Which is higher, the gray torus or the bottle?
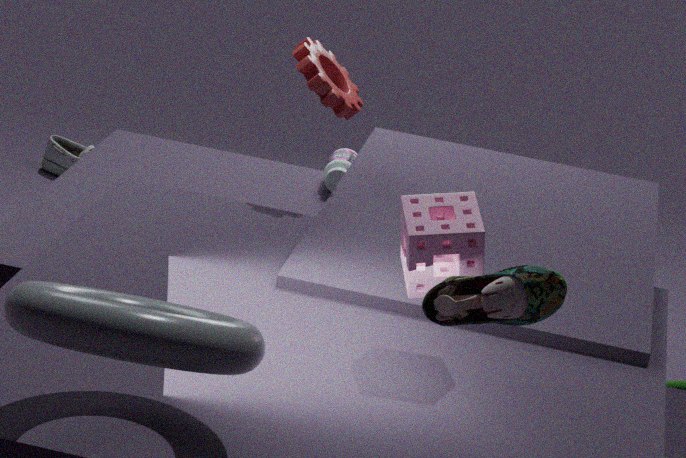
the gray torus
